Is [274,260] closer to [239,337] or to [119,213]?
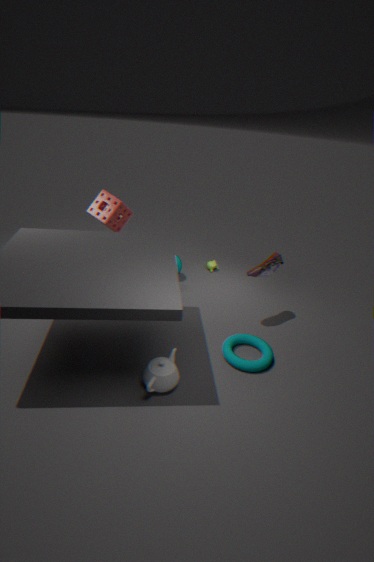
[239,337]
